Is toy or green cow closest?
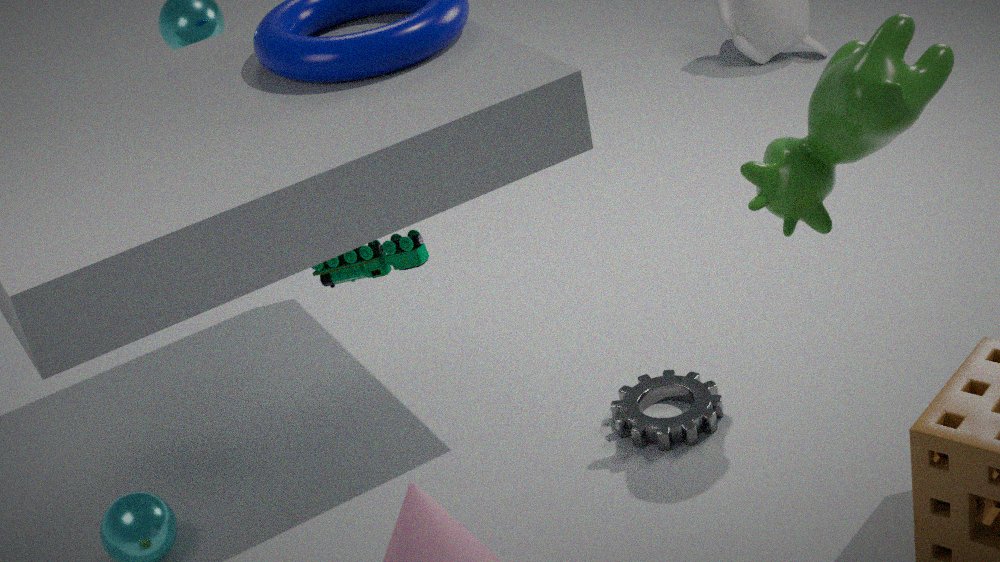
green cow
